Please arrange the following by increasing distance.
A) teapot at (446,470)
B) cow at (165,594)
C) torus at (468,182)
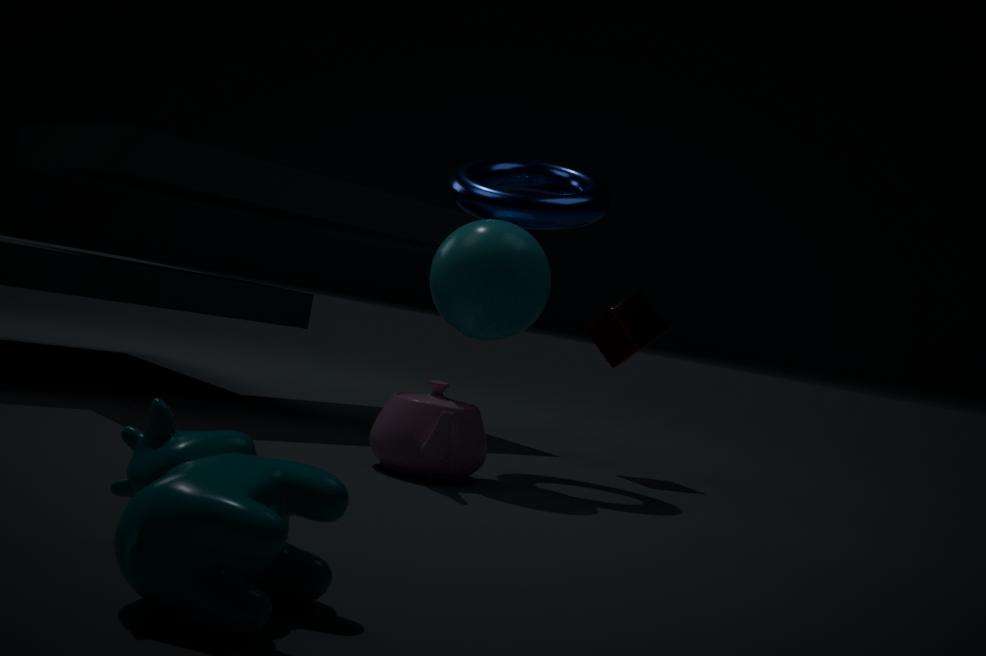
1. cow at (165,594)
2. teapot at (446,470)
3. torus at (468,182)
